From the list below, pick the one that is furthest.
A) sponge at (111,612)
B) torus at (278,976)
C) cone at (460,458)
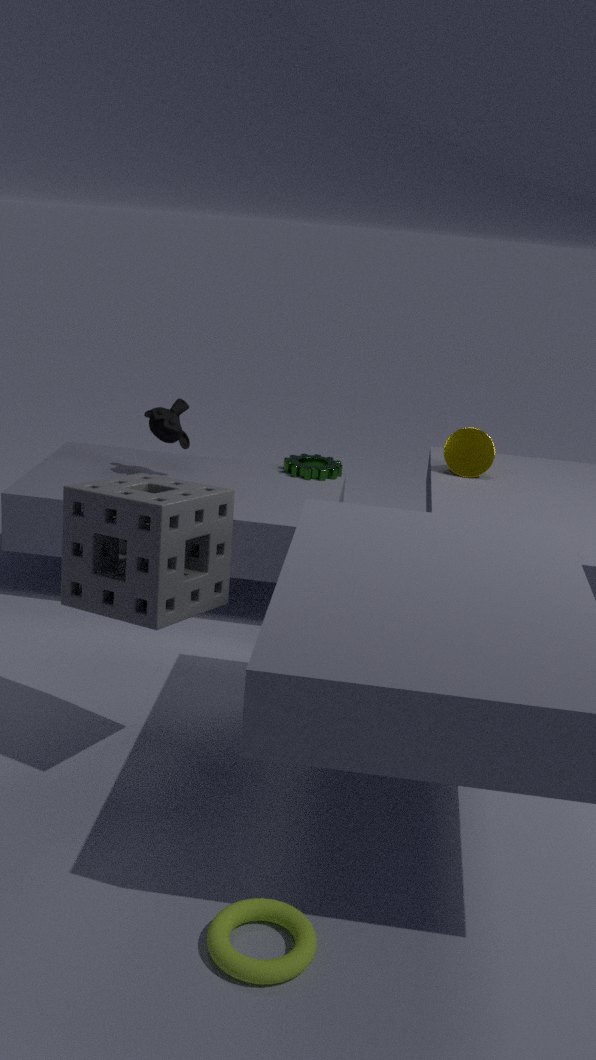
cone at (460,458)
